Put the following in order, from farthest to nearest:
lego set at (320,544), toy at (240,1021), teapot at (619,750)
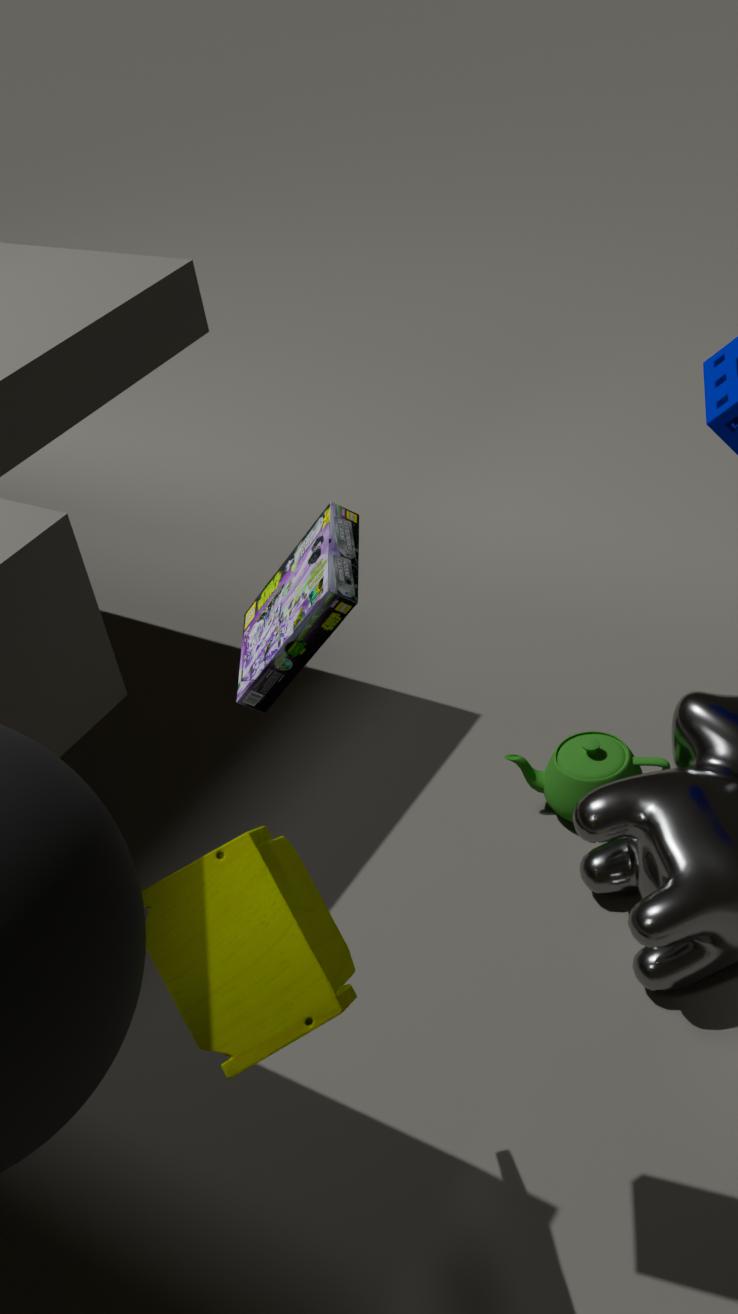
teapot at (619,750) < toy at (240,1021) < lego set at (320,544)
